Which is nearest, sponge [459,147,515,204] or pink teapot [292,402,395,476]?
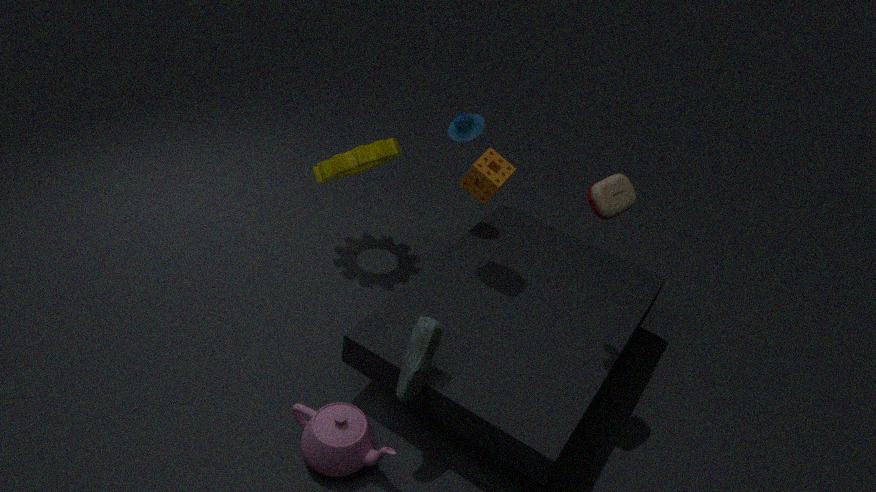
pink teapot [292,402,395,476]
